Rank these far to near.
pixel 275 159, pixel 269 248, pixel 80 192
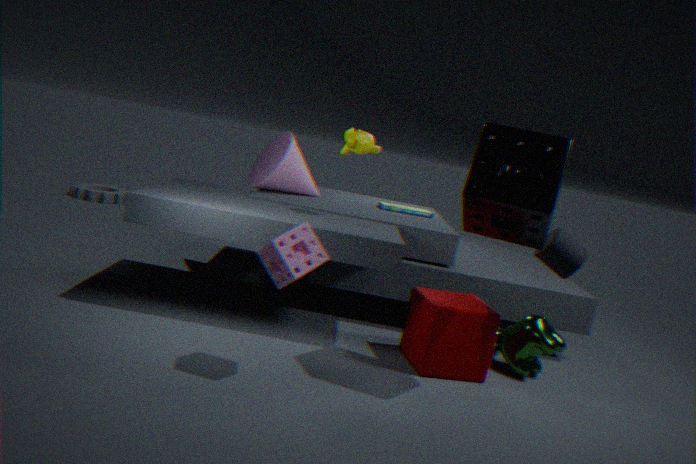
pixel 80 192, pixel 275 159, pixel 269 248
